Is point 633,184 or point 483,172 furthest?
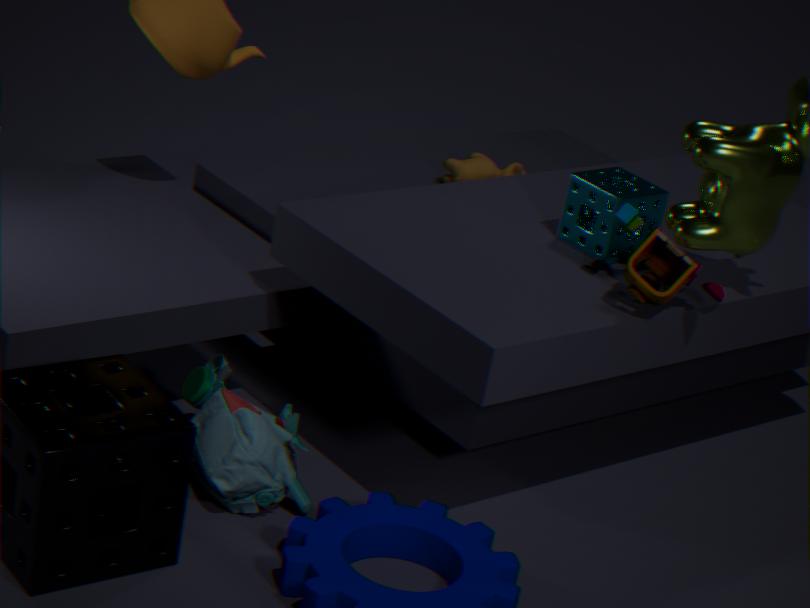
point 483,172
